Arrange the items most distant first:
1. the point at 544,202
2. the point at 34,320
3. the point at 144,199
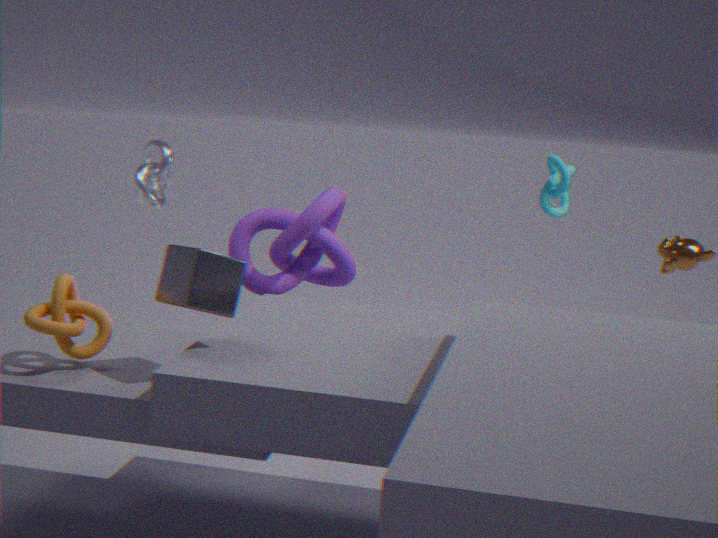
the point at 544,202 → the point at 144,199 → the point at 34,320
